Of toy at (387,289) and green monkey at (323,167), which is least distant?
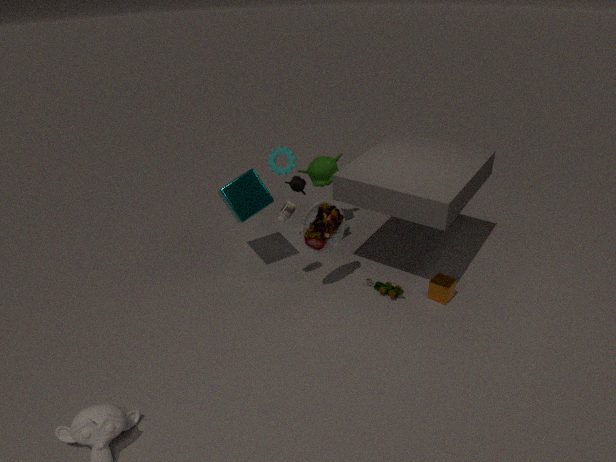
toy at (387,289)
